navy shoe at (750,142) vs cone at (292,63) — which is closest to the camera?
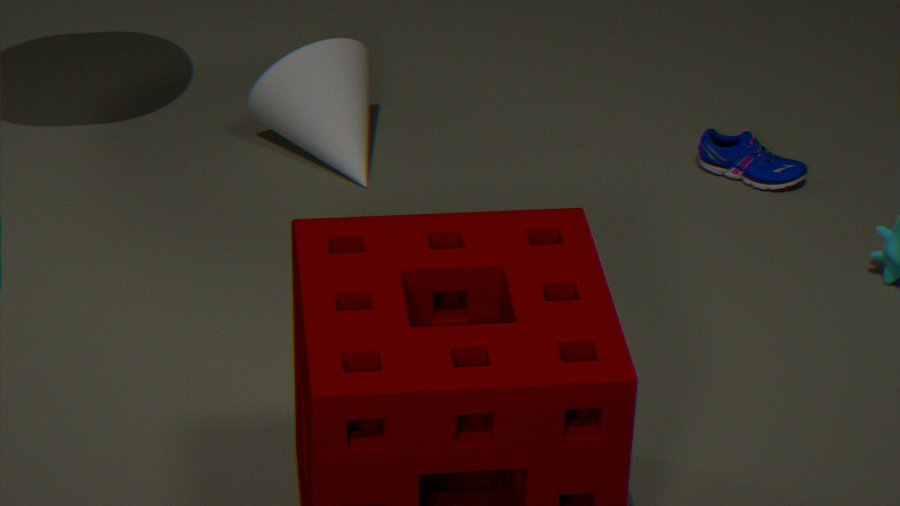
cone at (292,63)
